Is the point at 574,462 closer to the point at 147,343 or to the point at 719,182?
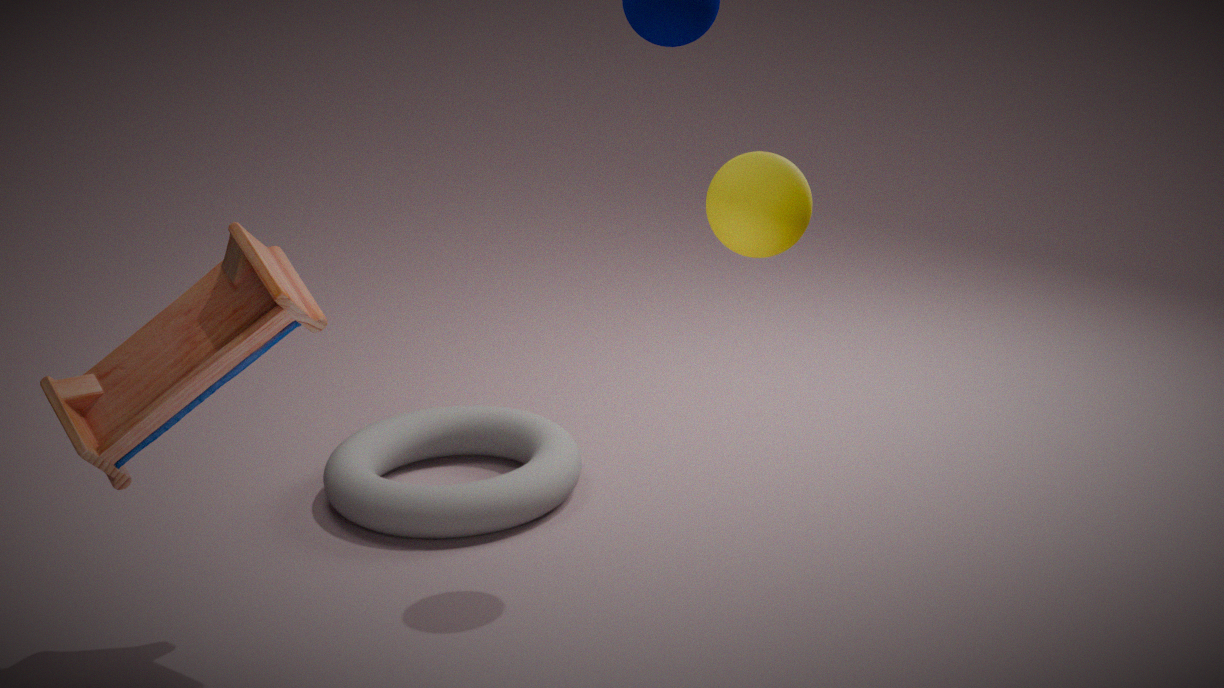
the point at 147,343
